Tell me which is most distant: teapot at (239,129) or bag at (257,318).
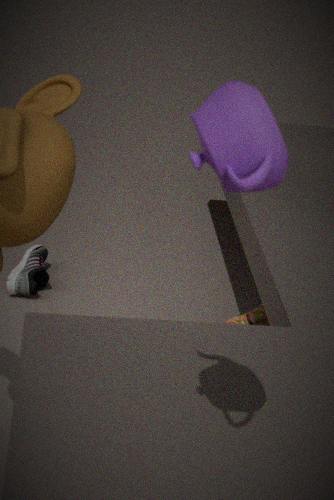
bag at (257,318)
